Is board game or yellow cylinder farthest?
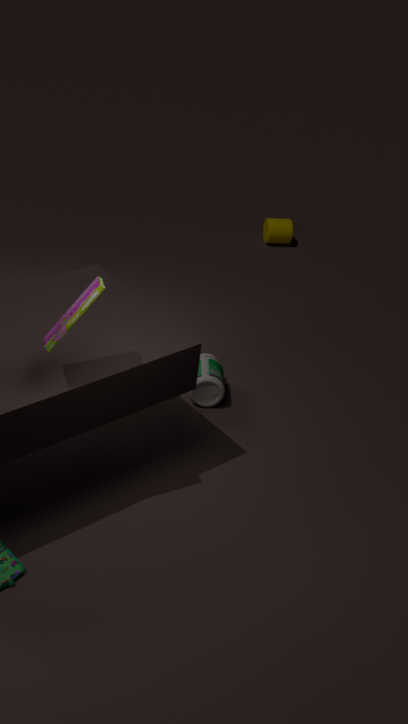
yellow cylinder
